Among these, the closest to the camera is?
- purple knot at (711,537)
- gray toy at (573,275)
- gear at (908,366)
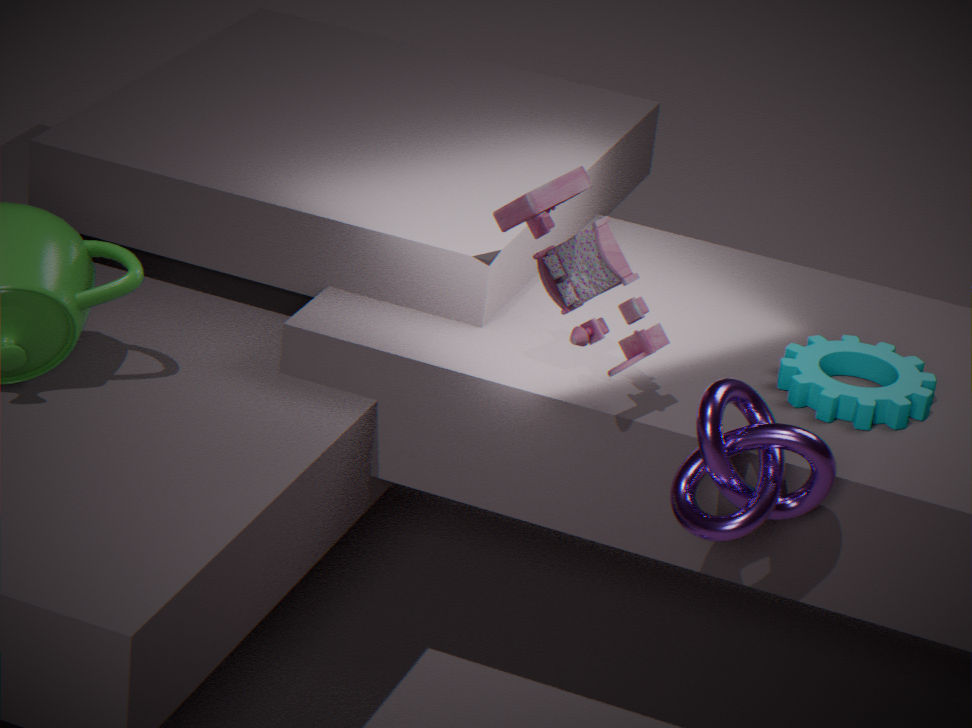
purple knot at (711,537)
